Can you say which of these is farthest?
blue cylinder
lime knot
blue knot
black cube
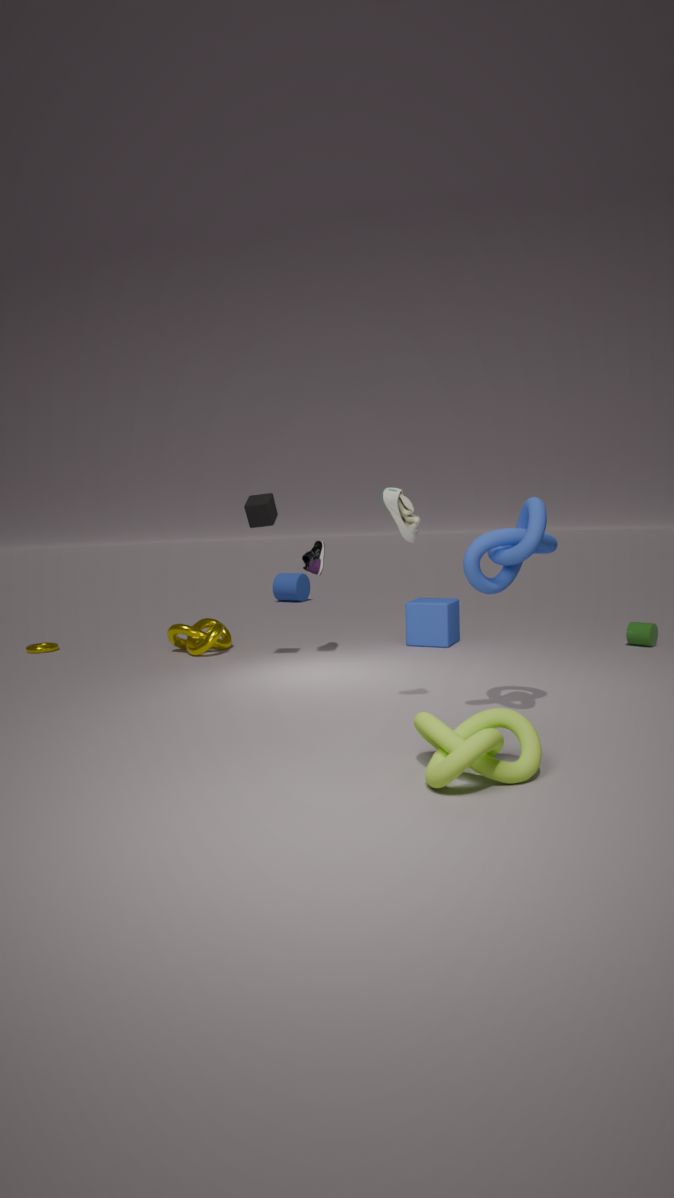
blue cylinder
